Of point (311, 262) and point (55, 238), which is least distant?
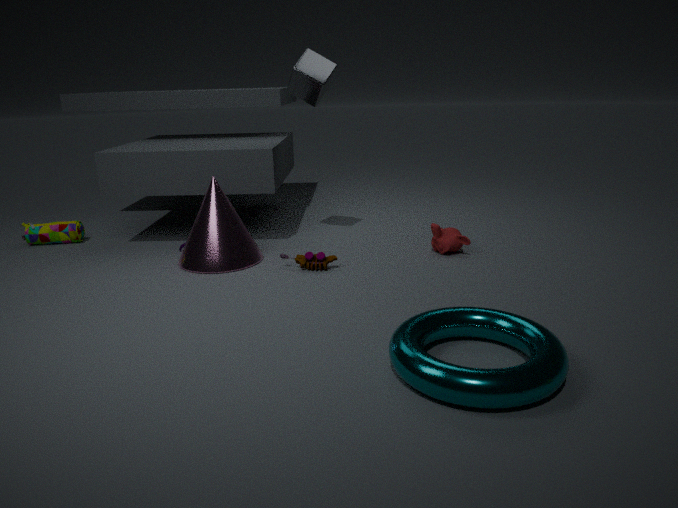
point (311, 262)
